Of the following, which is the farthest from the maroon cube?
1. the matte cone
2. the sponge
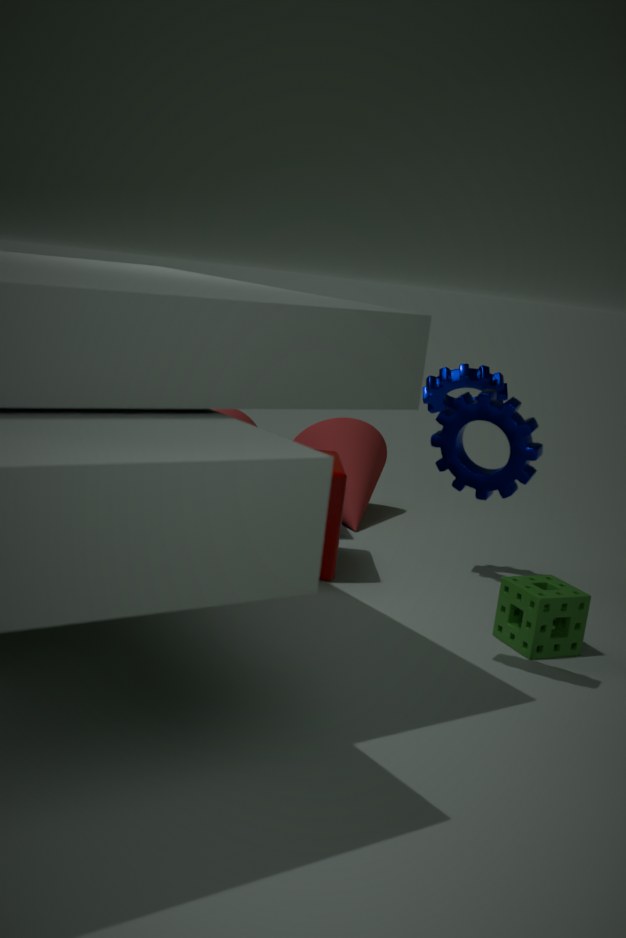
Result: the sponge
